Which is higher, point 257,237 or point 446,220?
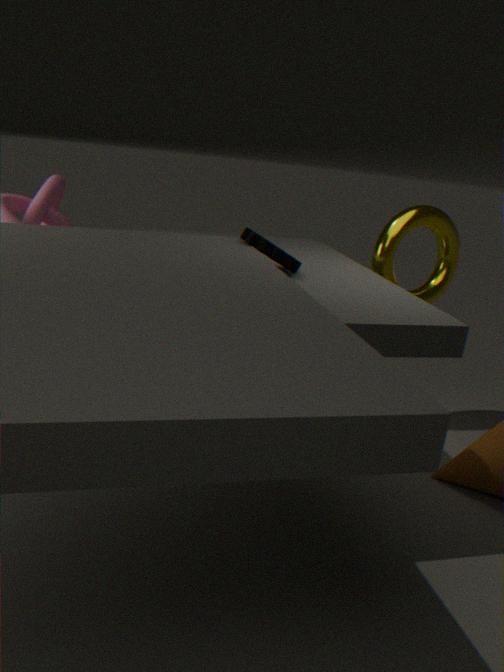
point 257,237
